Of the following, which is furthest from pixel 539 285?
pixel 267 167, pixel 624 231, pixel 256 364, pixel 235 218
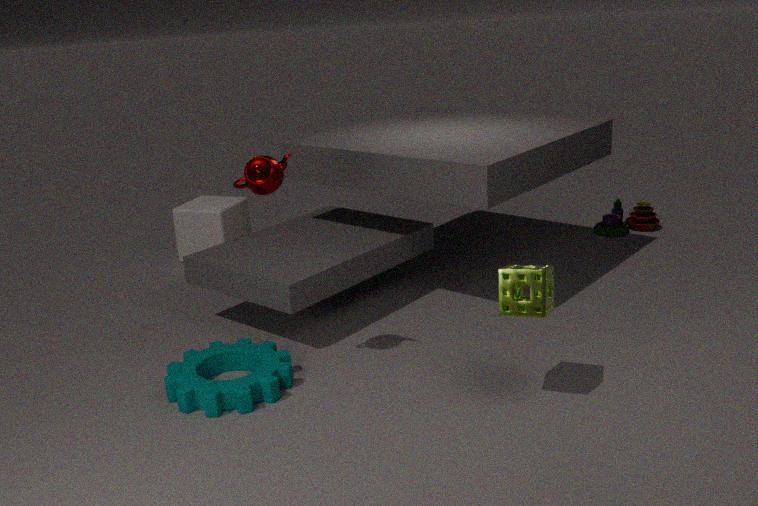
pixel 235 218
